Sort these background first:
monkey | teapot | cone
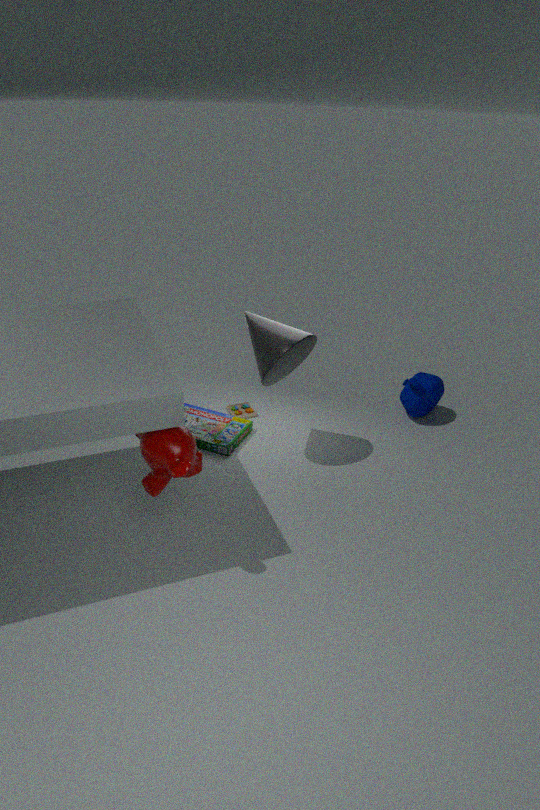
teapot → cone → monkey
